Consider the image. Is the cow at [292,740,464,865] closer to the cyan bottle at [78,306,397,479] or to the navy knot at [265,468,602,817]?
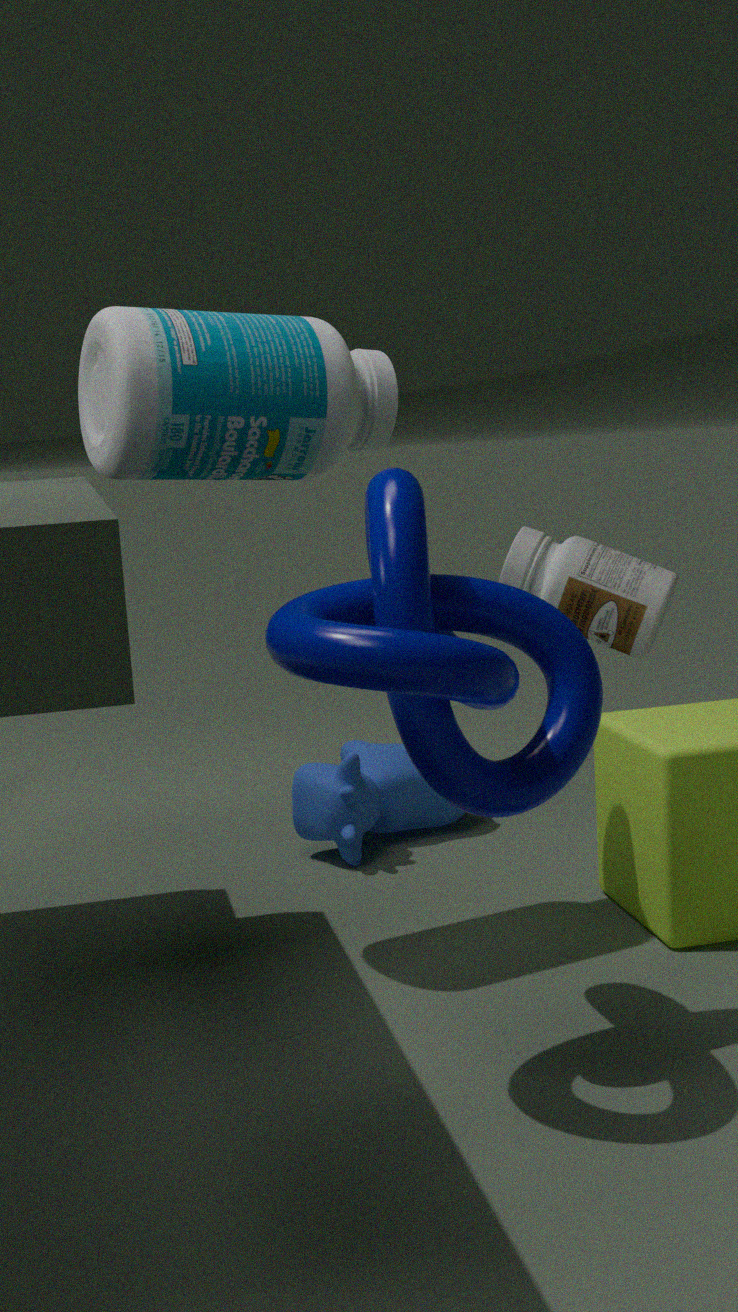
the cyan bottle at [78,306,397,479]
